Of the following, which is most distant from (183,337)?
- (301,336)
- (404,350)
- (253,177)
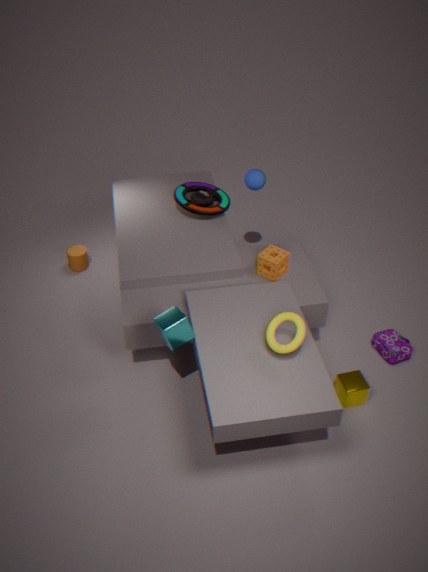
(404,350)
